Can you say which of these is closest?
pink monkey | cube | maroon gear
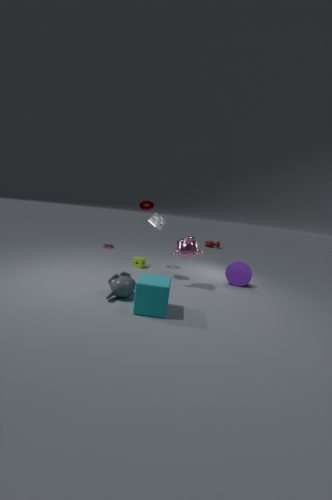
cube
